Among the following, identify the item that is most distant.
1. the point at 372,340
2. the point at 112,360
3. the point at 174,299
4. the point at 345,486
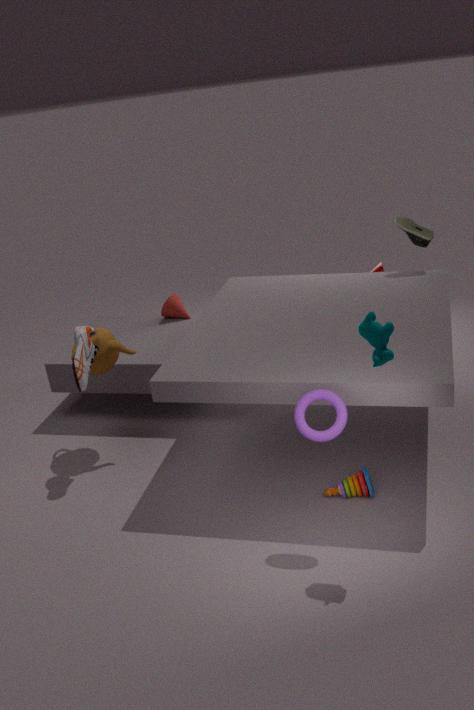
the point at 174,299
